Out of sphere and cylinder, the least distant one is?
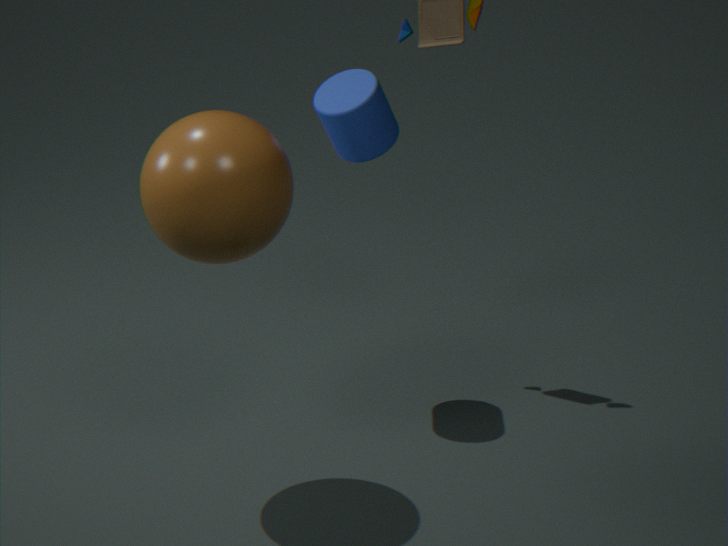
sphere
